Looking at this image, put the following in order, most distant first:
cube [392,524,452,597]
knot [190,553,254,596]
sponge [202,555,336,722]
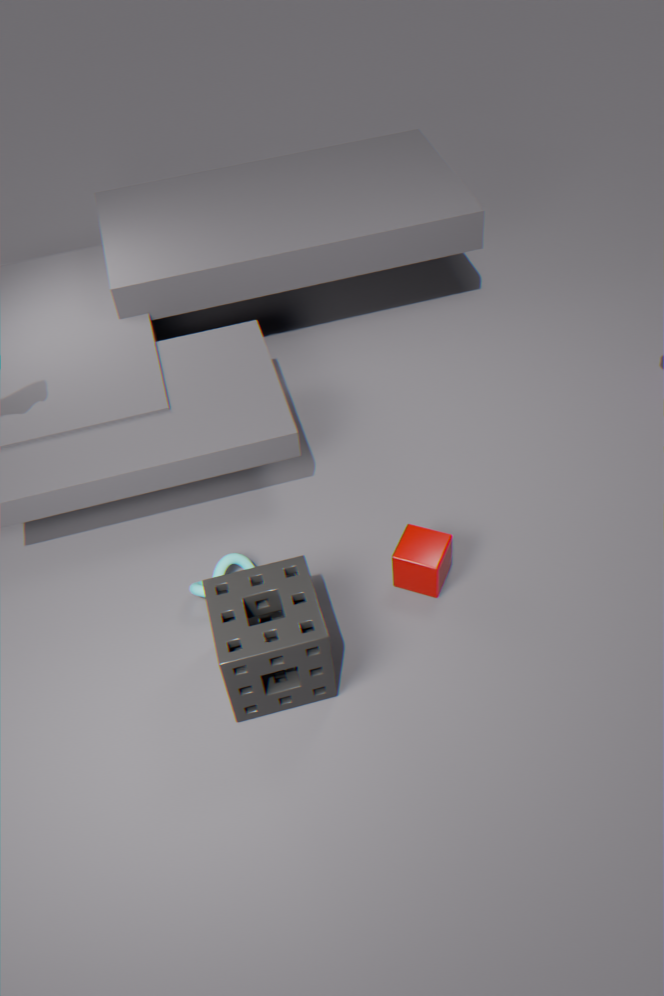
1. knot [190,553,254,596]
2. cube [392,524,452,597]
3. sponge [202,555,336,722]
